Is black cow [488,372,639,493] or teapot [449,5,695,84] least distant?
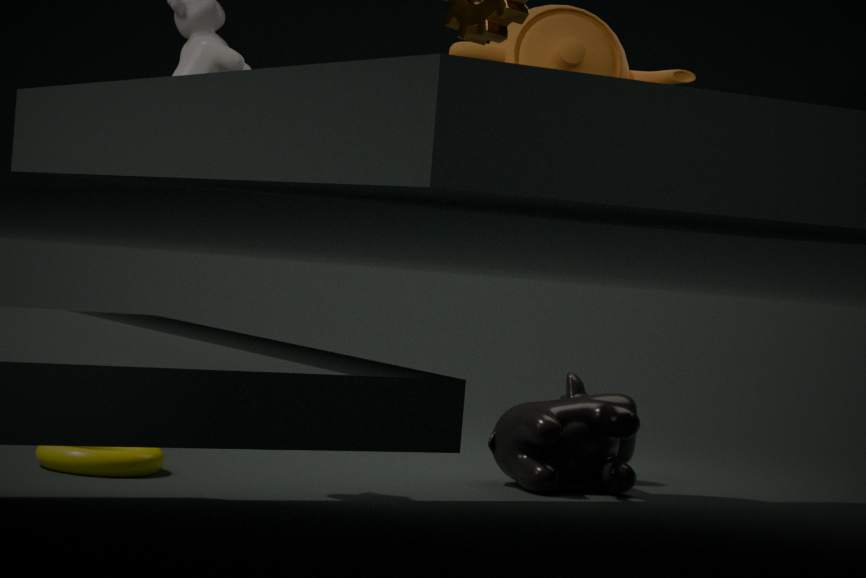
teapot [449,5,695,84]
